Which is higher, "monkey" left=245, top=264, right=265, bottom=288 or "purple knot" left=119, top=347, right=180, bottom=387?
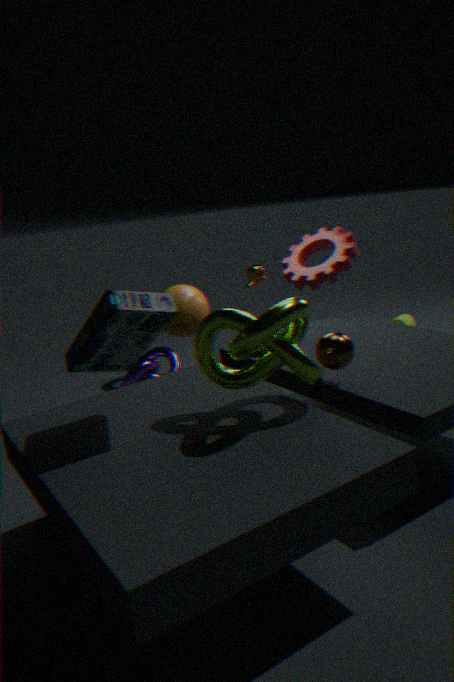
"monkey" left=245, top=264, right=265, bottom=288
